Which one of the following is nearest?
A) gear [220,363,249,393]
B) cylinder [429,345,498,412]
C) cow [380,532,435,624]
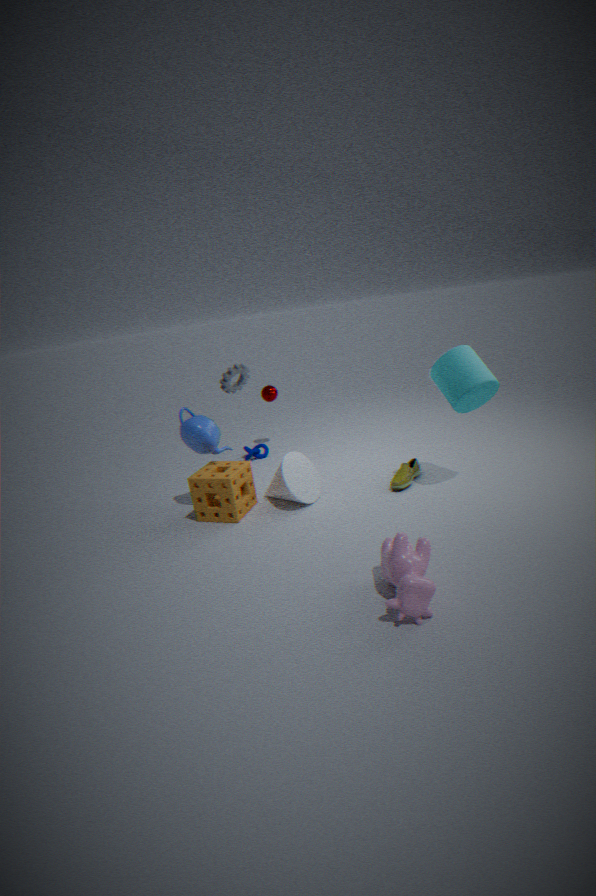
cow [380,532,435,624]
